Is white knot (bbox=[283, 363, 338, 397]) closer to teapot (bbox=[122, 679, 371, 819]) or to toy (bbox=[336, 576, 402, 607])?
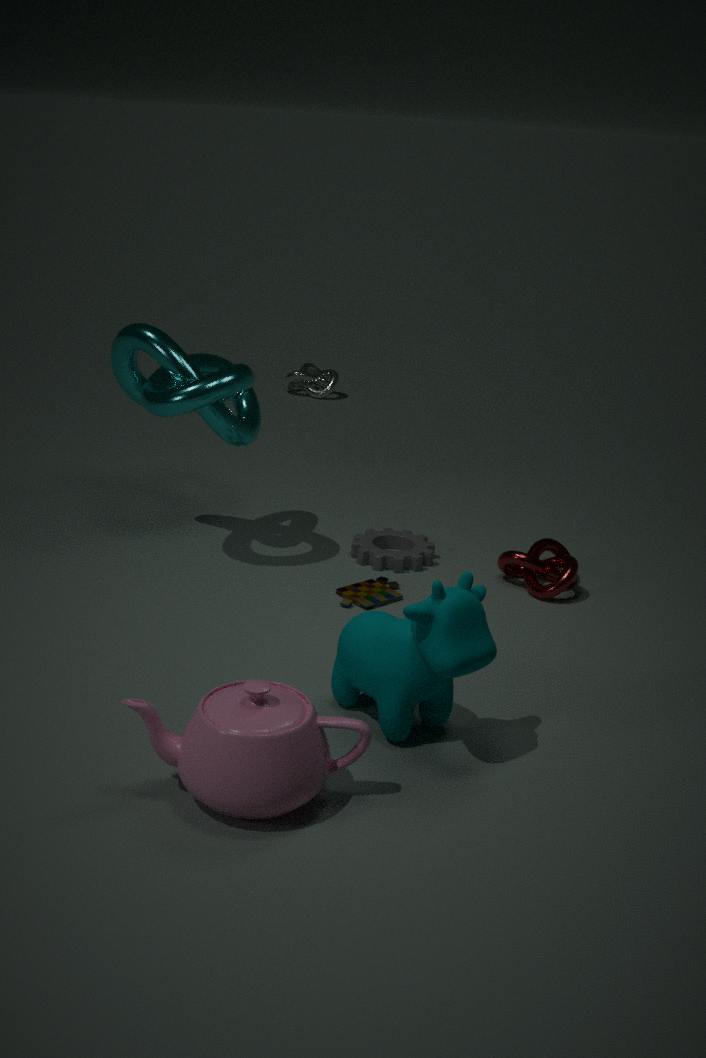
toy (bbox=[336, 576, 402, 607])
